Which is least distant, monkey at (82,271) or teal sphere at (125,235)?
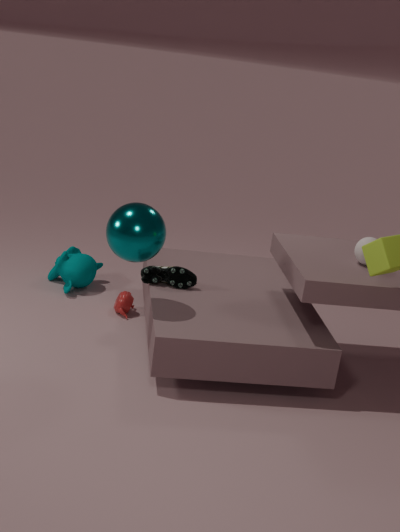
teal sphere at (125,235)
